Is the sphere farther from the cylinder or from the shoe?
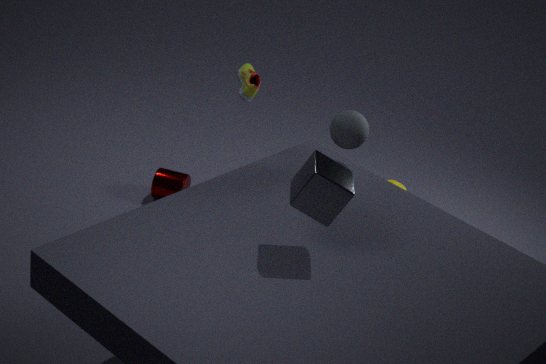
the cylinder
